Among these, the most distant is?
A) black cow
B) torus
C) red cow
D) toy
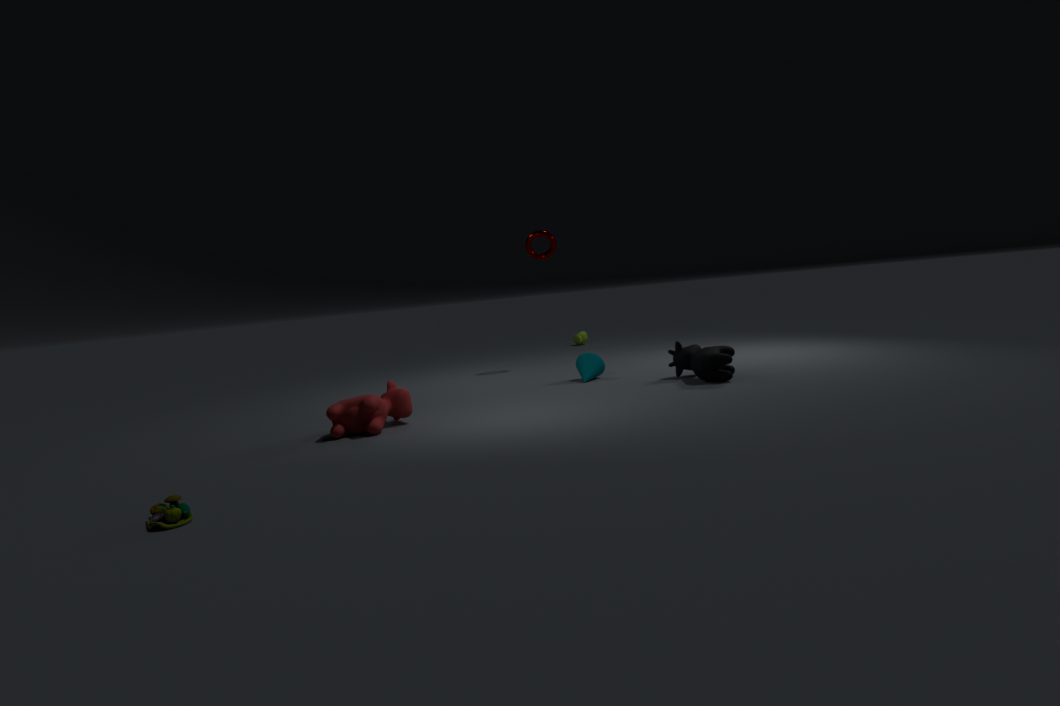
torus
